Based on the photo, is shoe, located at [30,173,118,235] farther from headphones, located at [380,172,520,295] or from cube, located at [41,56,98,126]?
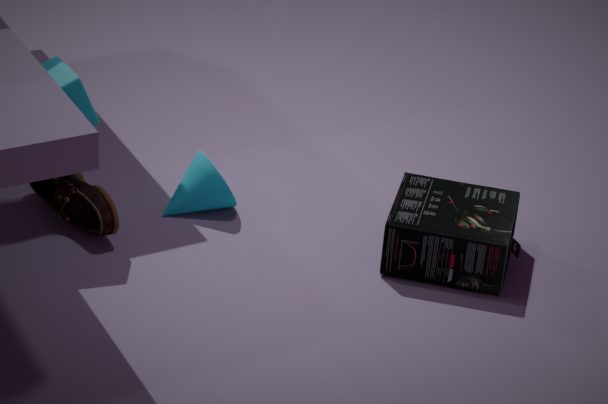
headphones, located at [380,172,520,295]
